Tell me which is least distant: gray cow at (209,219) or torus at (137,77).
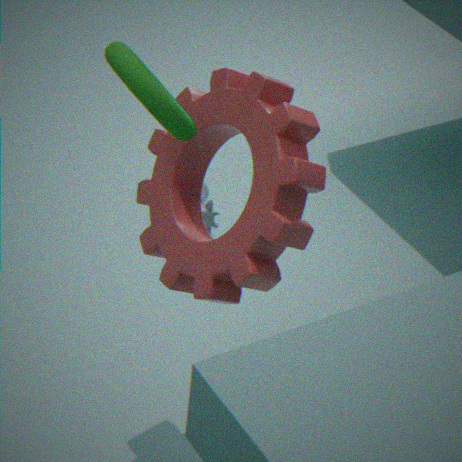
torus at (137,77)
